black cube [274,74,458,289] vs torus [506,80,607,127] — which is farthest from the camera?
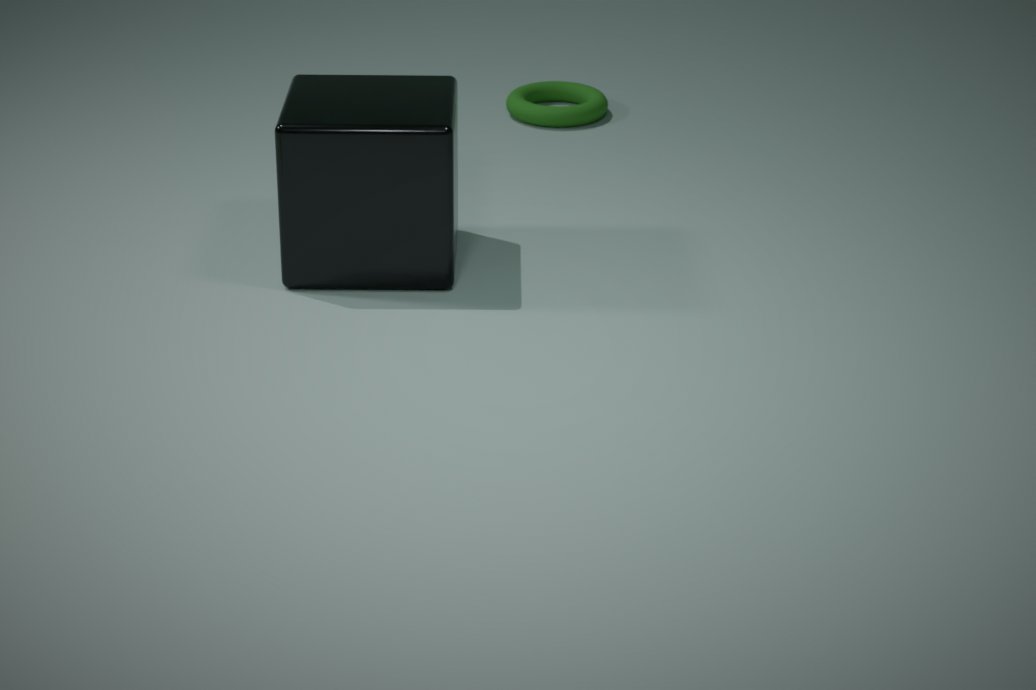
torus [506,80,607,127]
